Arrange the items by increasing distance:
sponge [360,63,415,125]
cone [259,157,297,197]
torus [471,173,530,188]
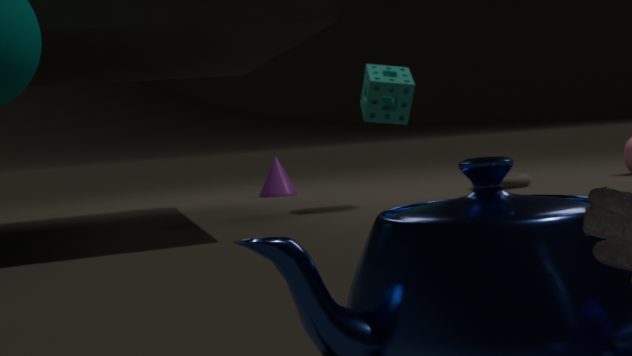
sponge [360,63,415,125]
torus [471,173,530,188]
cone [259,157,297,197]
